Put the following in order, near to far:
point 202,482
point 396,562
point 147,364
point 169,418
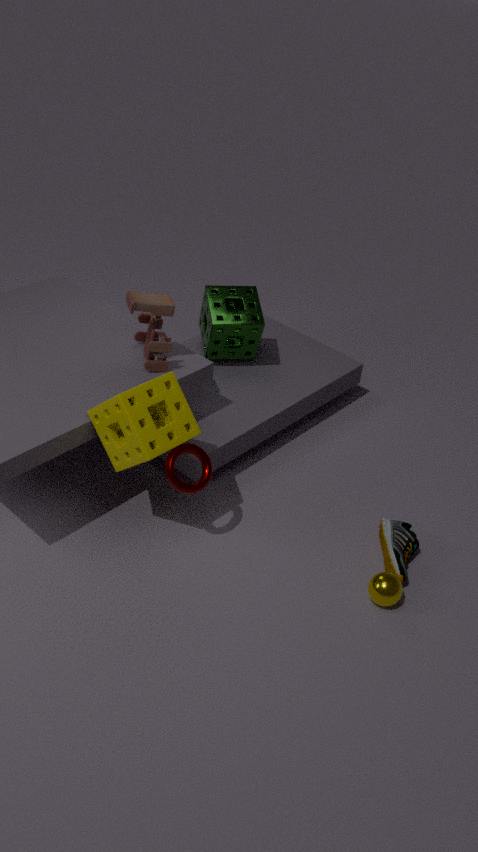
point 169,418 < point 202,482 < point 396,562 < point 147,364
